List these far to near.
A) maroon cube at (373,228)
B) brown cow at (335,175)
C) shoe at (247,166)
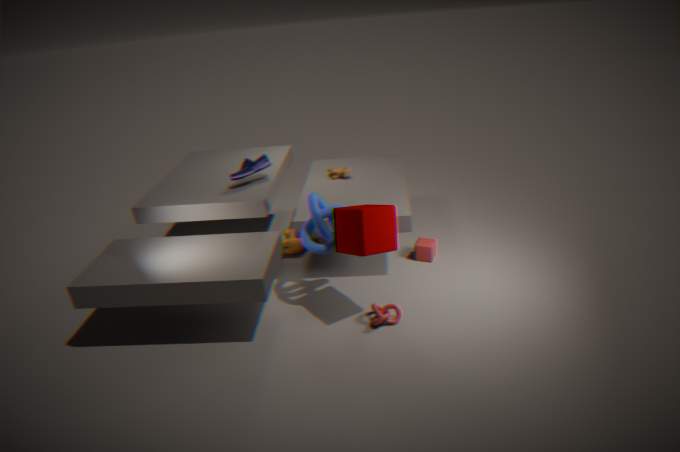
B. brown cow at (335,175) < C. shoe at (247,166) < A. maroon cube at (373,228)
